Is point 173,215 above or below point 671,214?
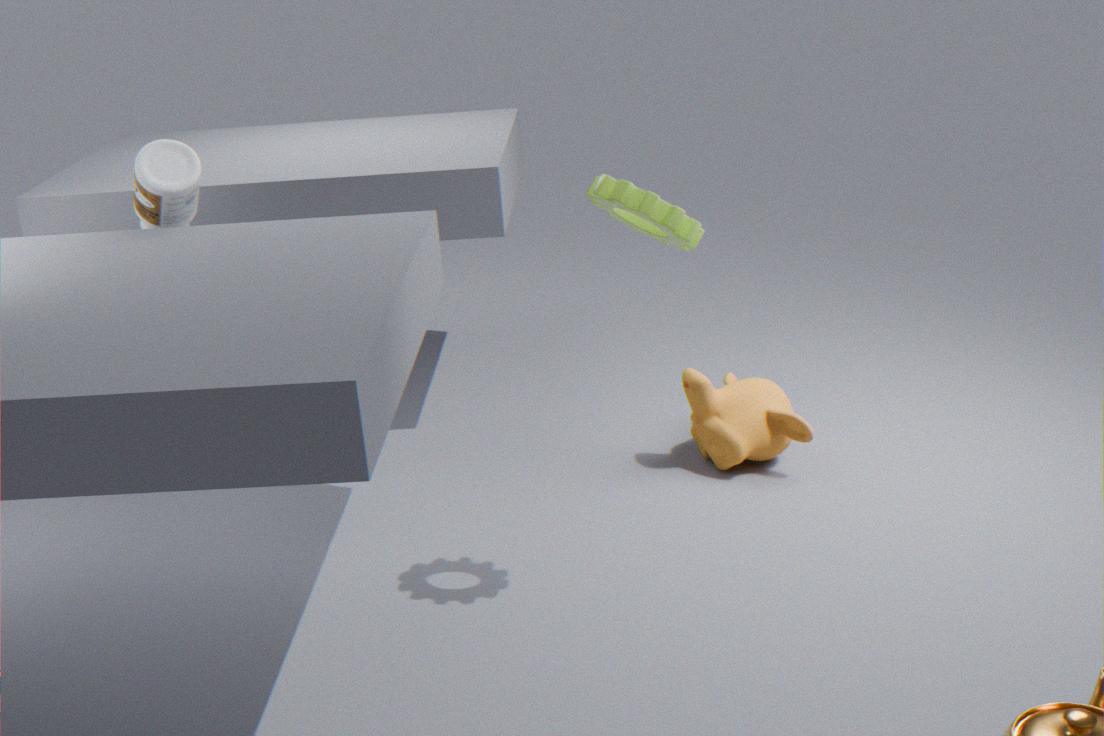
below
